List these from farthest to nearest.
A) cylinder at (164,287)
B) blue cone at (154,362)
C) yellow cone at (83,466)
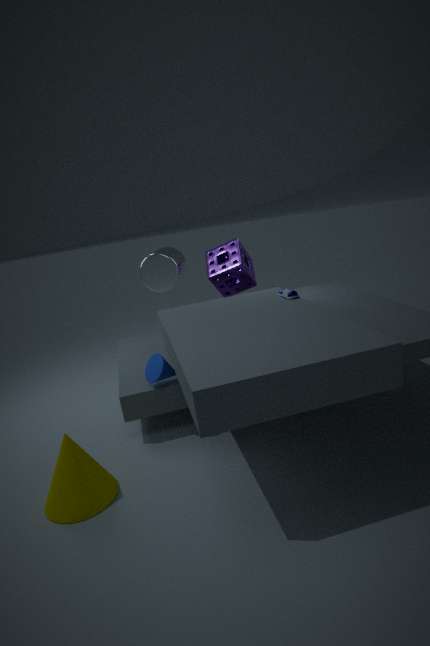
cylinder at (164,287)
blue cone at (154,362)
yellow cone at (83,466)
